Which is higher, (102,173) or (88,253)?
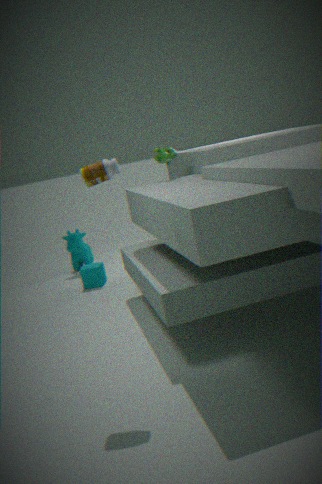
(102,173)
